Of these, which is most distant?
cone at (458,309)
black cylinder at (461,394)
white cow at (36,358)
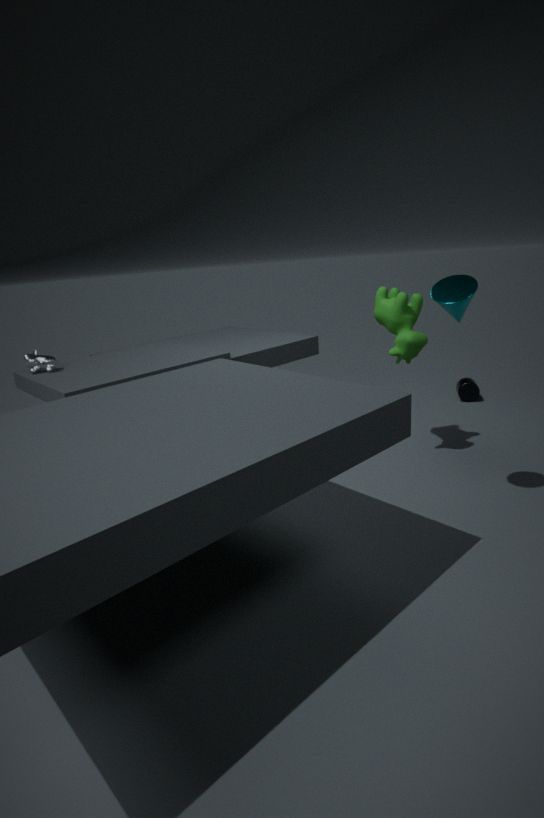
black cylinder at (461,394)
